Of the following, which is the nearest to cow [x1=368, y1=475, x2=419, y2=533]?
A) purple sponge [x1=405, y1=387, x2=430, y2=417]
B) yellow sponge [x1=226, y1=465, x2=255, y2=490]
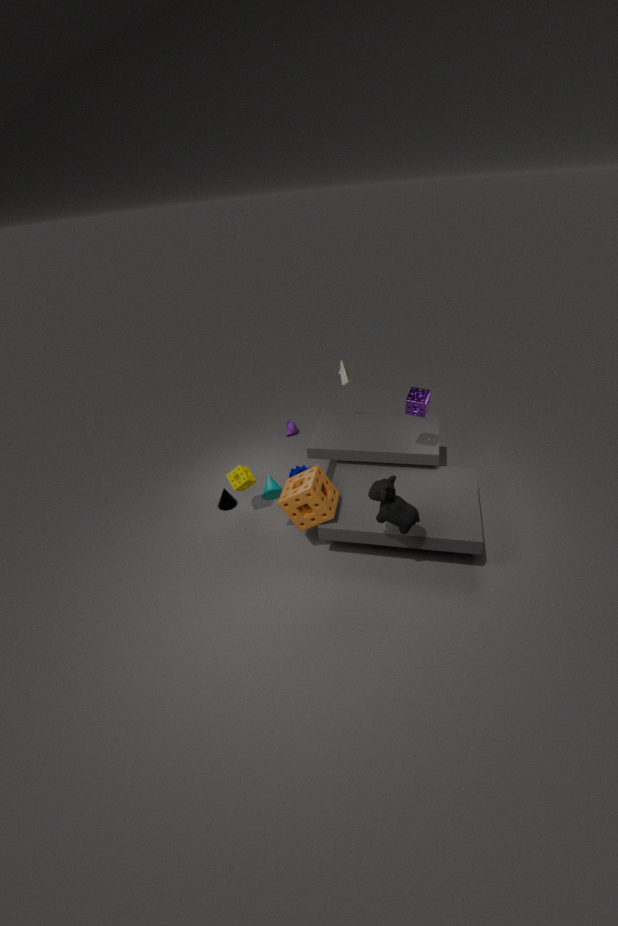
purple sponge [x1=405, y1=387, x2=430, y2=417]
